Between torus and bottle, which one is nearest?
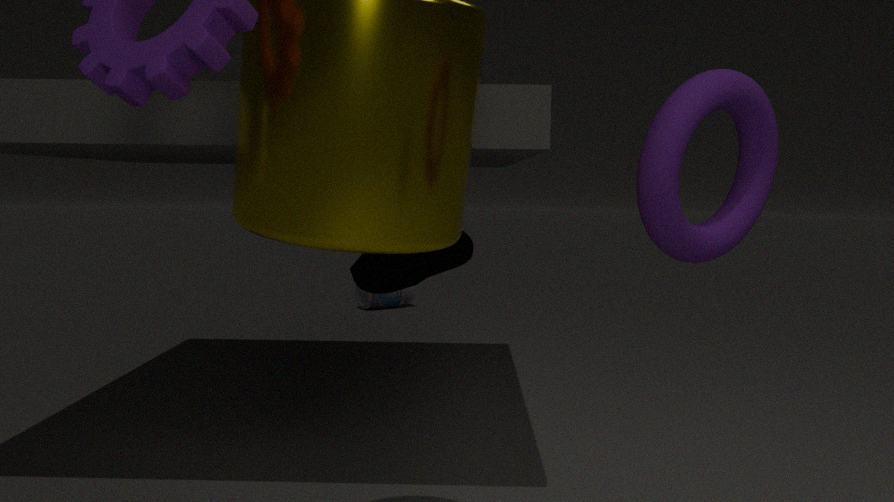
torus
